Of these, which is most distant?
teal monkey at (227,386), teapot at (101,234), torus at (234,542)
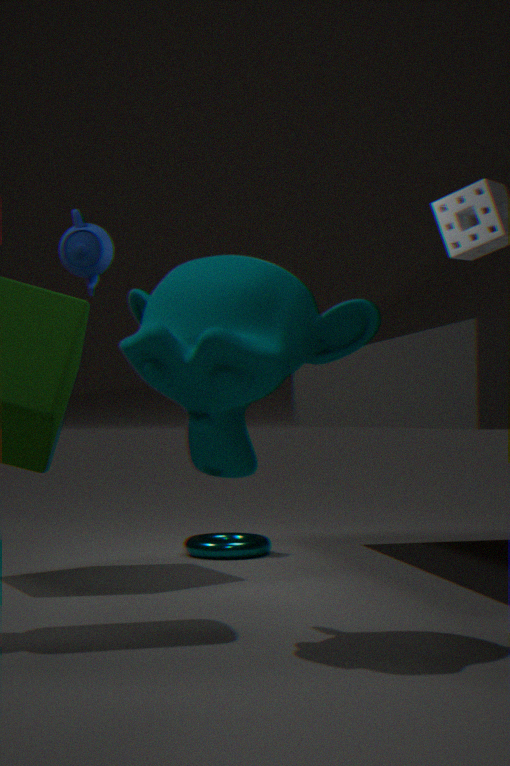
Result: teapot at (101,234)
